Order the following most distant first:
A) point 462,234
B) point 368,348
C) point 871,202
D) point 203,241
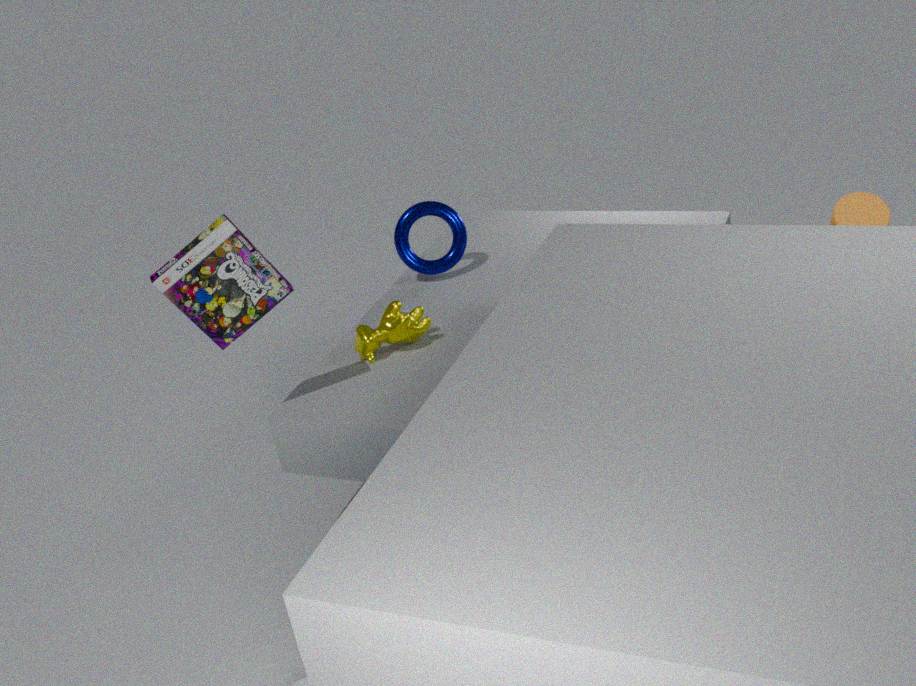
point 462,234 < point 871,202 < point 368,348 < point 203,241
